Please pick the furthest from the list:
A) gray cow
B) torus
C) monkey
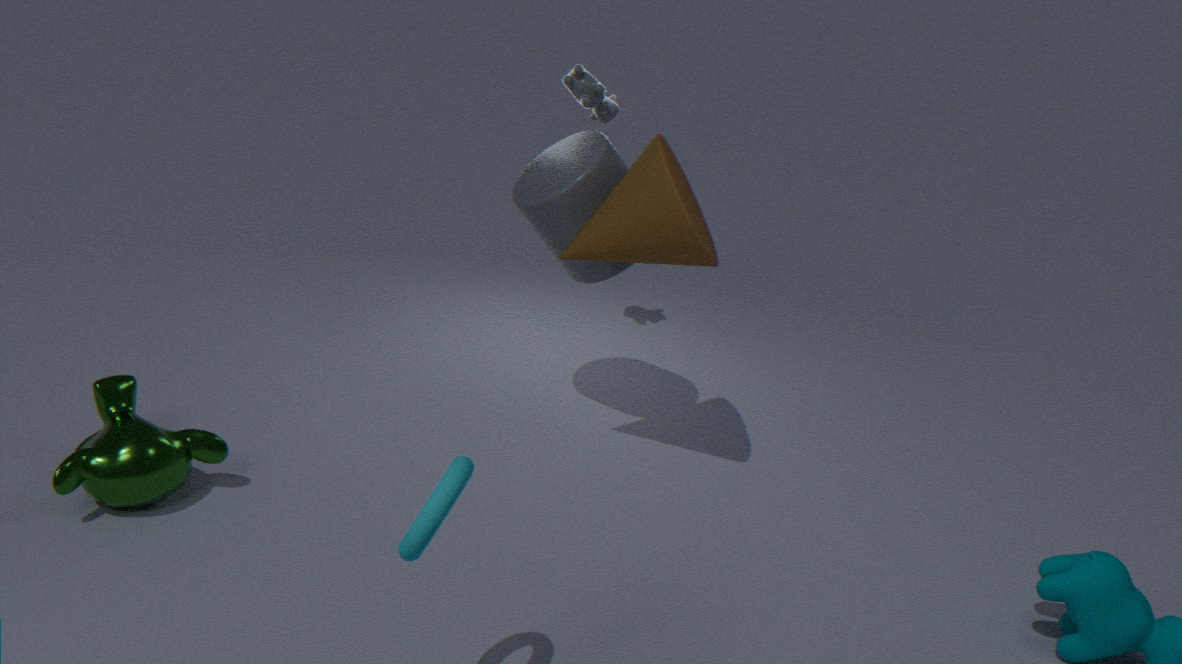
gray cow
